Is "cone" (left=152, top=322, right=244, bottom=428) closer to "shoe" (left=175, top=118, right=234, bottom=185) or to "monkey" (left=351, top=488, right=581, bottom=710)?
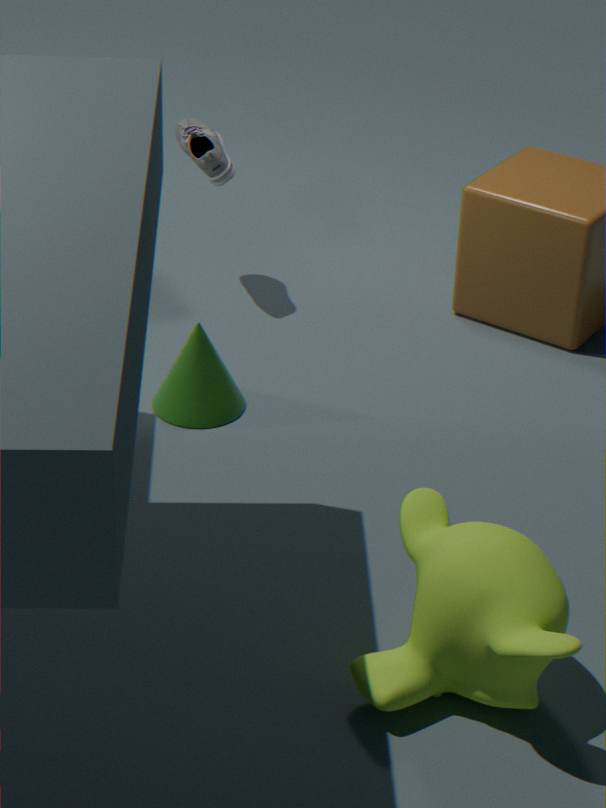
"shoe" (left=175, top=118, right=234, bottom=185)
